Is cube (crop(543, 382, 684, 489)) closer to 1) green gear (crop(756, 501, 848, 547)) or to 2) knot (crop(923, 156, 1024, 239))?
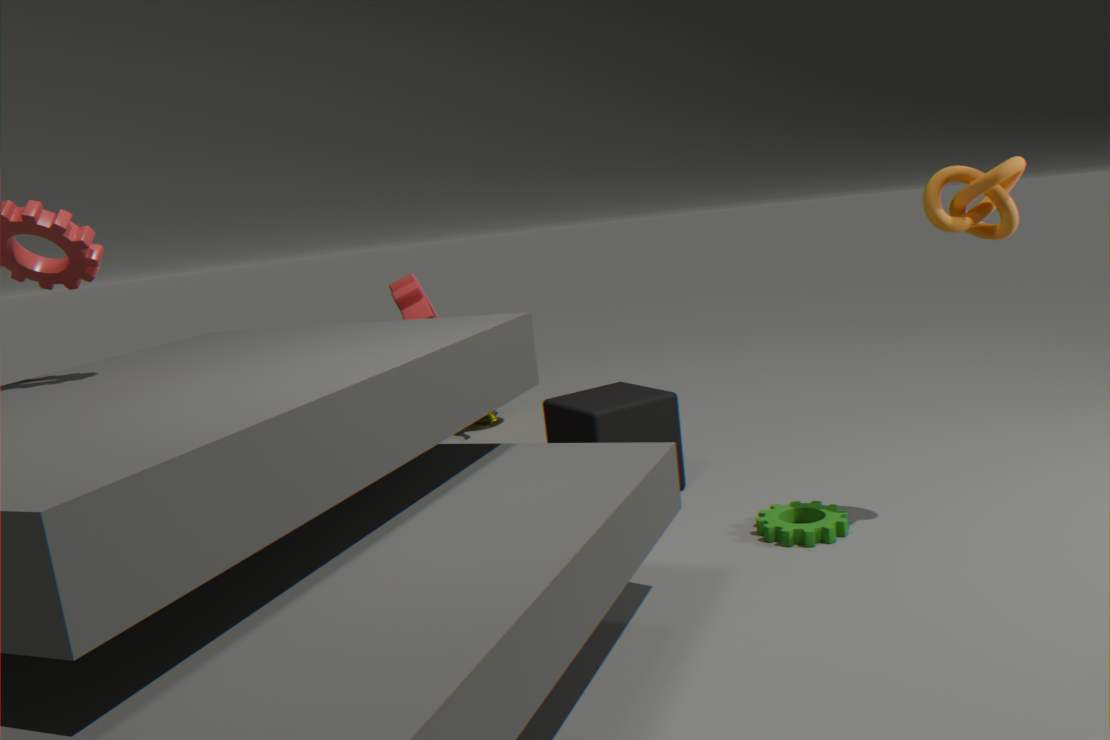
1) green gear (crop(756, 501, 848, 547))
